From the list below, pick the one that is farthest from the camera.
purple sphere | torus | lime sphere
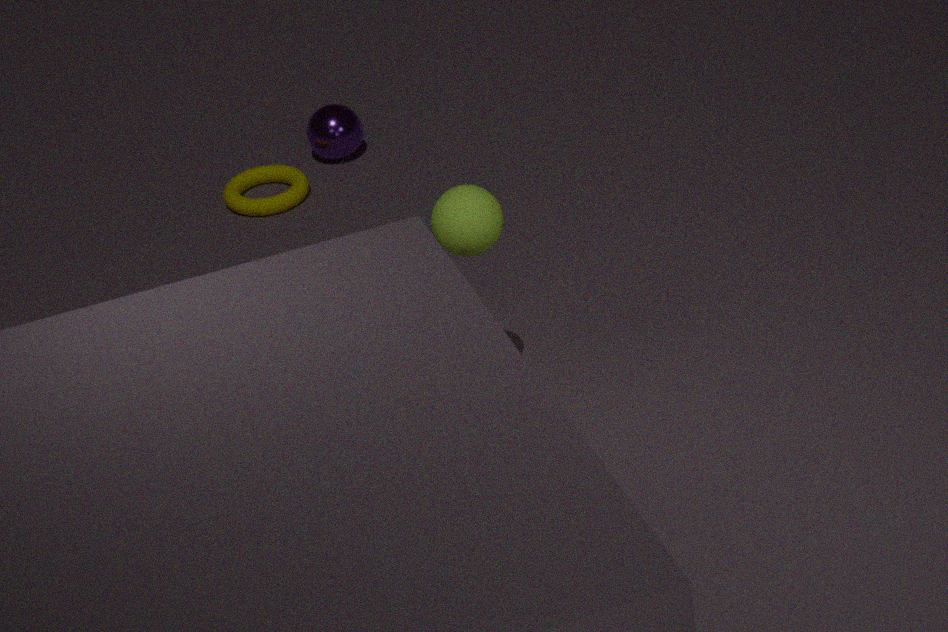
purple sphere
